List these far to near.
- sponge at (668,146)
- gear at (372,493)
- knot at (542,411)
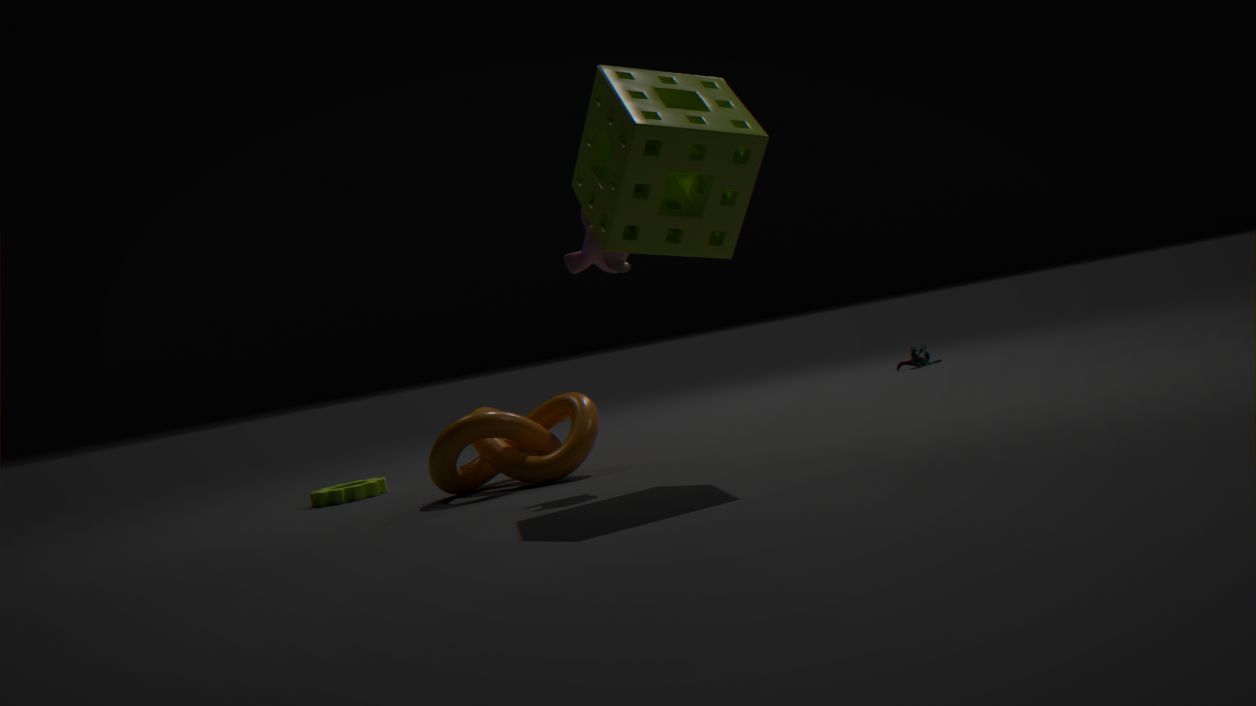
gear at (372,493)
knot at (542,411)
sponge at (668,146)
